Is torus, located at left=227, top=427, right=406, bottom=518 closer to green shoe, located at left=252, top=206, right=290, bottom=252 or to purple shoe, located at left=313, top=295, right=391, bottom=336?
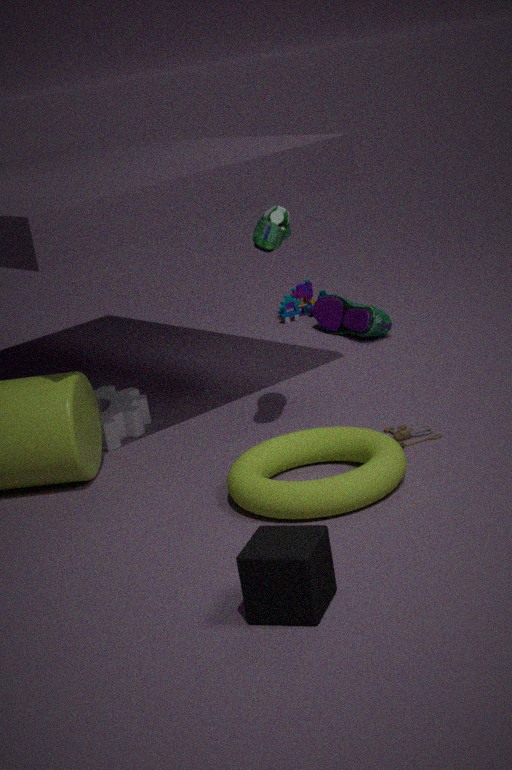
green shoe, located at left=252, top=206, right=290, bottom=252
